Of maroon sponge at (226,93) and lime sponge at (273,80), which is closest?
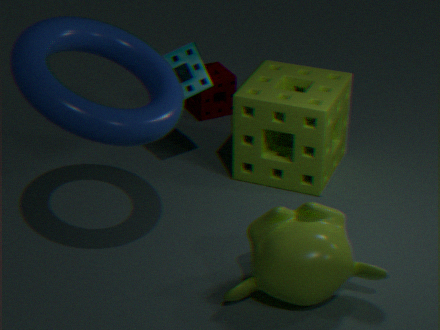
lime sponge at (273,80)
